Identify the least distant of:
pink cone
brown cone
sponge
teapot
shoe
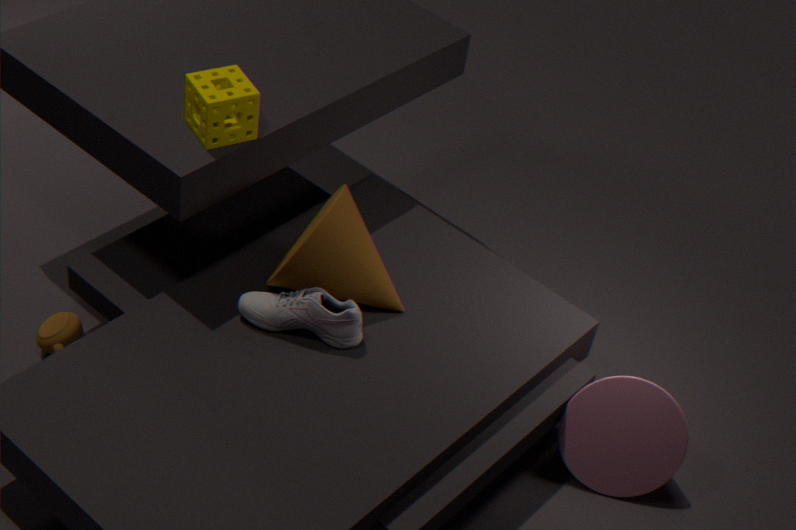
sponge
